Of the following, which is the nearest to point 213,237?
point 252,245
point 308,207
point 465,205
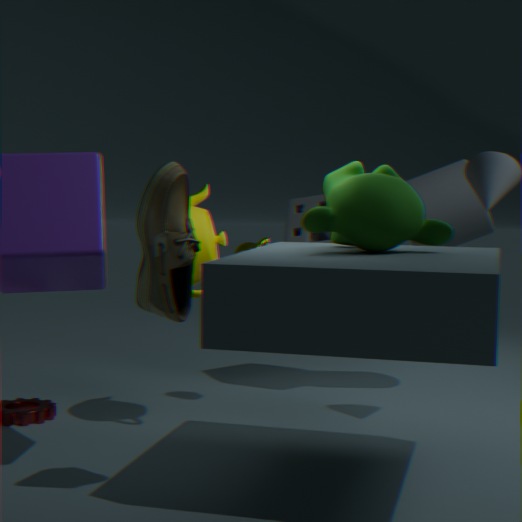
point 252,245
